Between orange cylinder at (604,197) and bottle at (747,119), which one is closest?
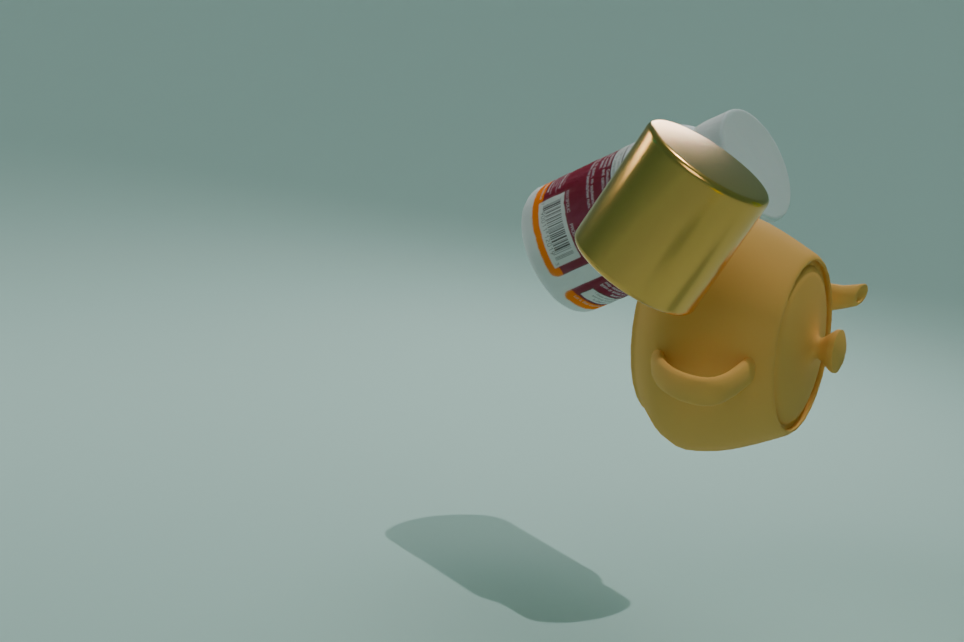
orange cylinder at (604,197)
